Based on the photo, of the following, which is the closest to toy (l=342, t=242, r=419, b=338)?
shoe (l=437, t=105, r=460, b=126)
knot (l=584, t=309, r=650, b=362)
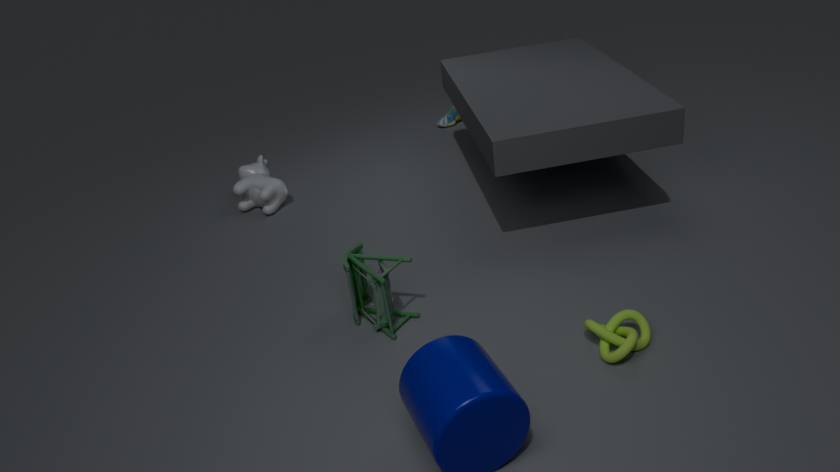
knot (l=584, t=309, r=650, b=362)
